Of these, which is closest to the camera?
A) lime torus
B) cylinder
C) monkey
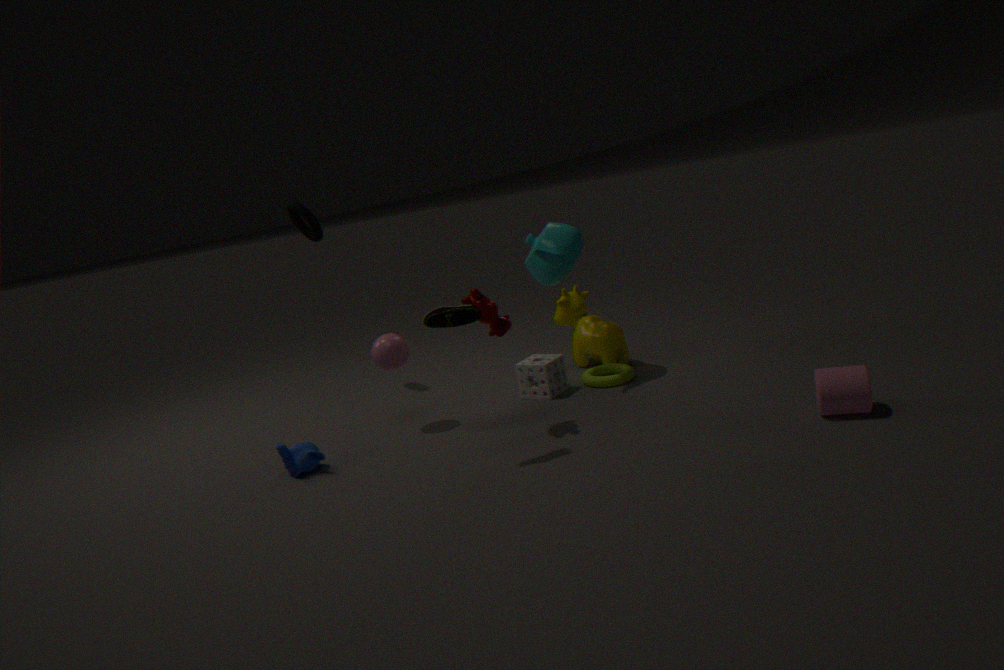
cylinder
